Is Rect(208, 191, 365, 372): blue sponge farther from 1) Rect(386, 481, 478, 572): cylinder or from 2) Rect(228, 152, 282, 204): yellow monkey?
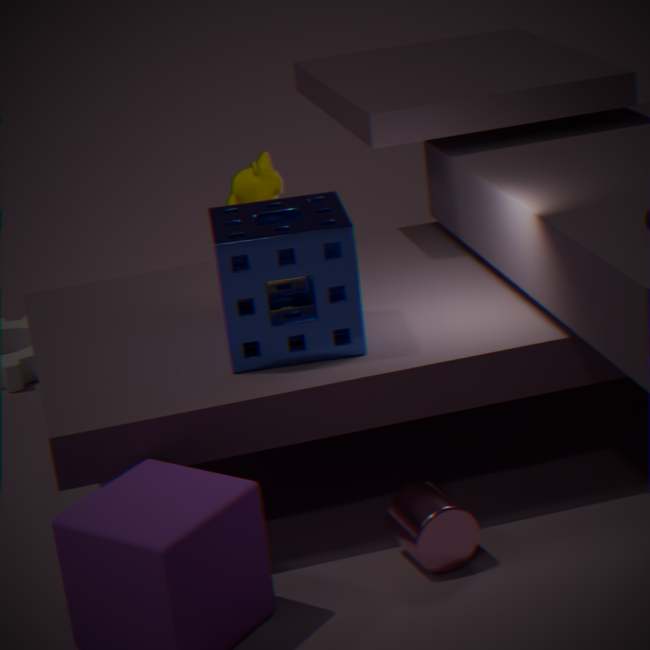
2) Rect(228, 152, 282, 204): yellow monkey
